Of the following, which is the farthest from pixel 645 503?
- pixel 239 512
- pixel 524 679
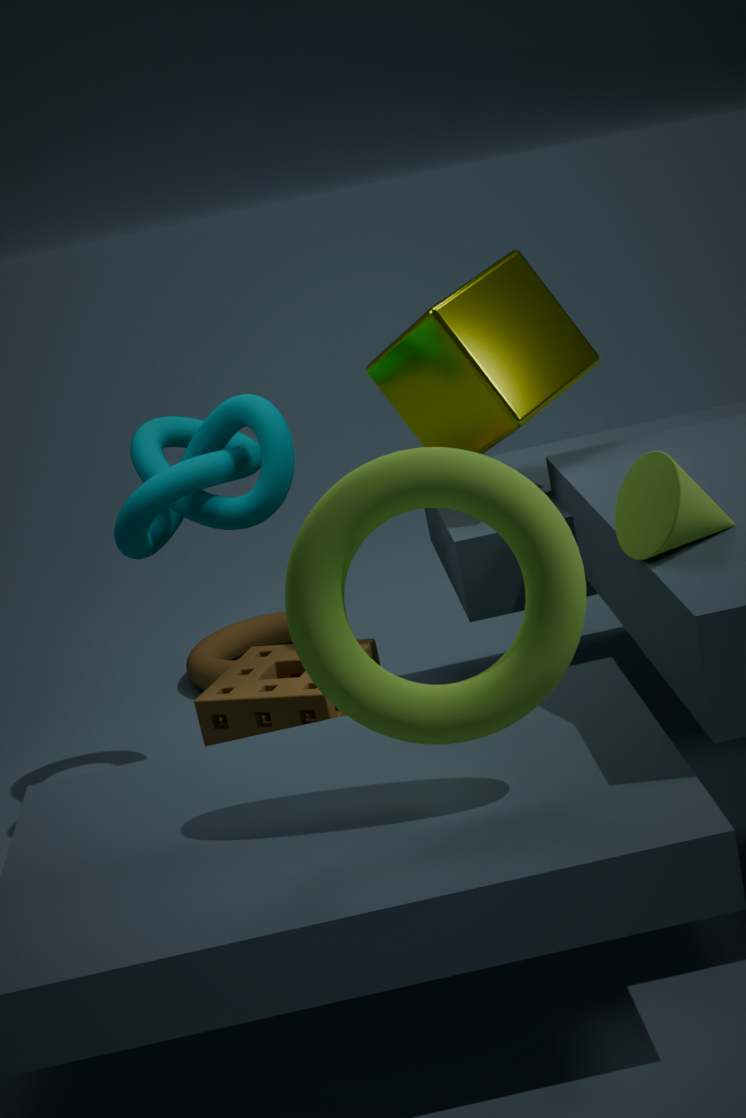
pixel 239 512
